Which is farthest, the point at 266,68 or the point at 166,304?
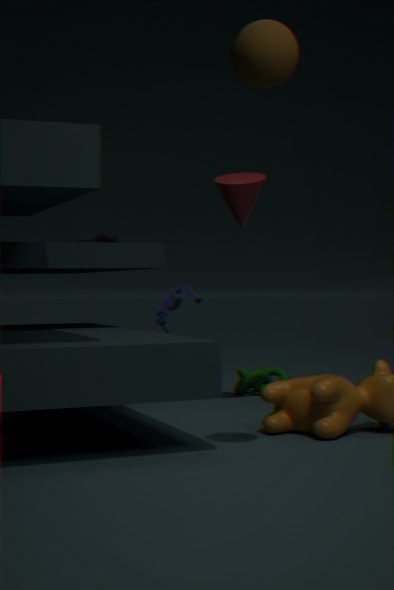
the point at 166,304
